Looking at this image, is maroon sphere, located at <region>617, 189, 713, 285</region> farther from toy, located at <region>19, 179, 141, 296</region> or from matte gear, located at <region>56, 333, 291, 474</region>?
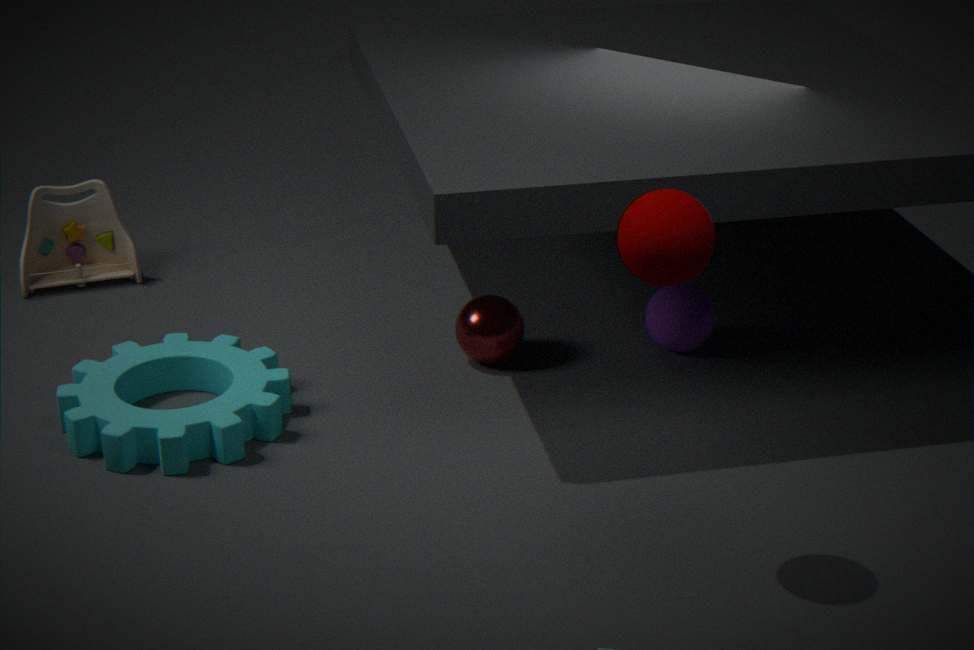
toy, located at <region>19, 179, 141, 296</region>
